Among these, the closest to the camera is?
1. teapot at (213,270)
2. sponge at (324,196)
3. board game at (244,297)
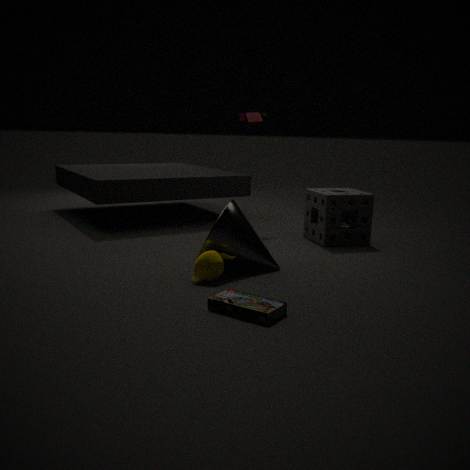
board game at (244,297)
